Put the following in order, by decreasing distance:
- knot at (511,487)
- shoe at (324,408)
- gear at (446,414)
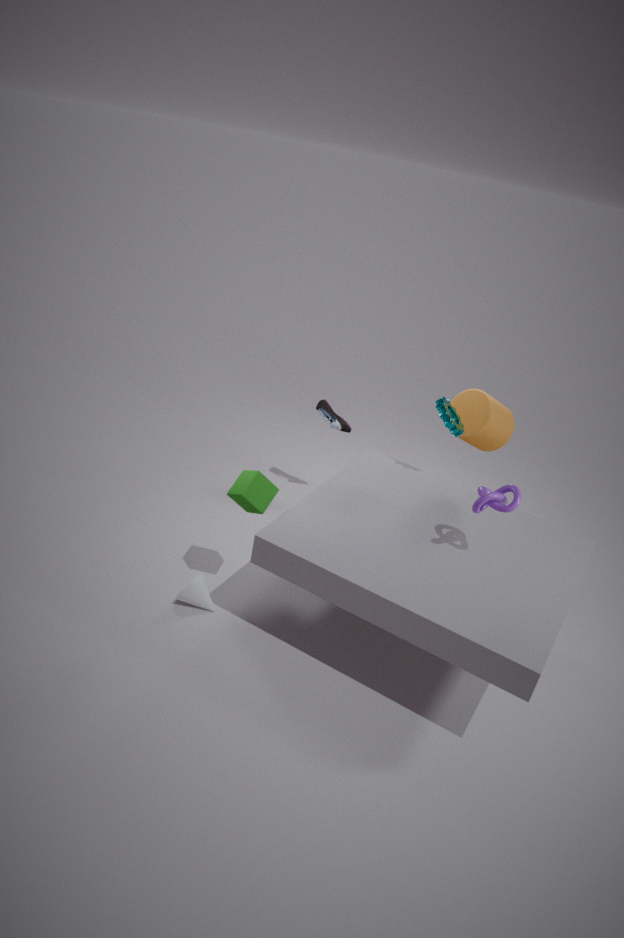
shoe at (324,408) < gear at (446,414) < knot at (511,487)
